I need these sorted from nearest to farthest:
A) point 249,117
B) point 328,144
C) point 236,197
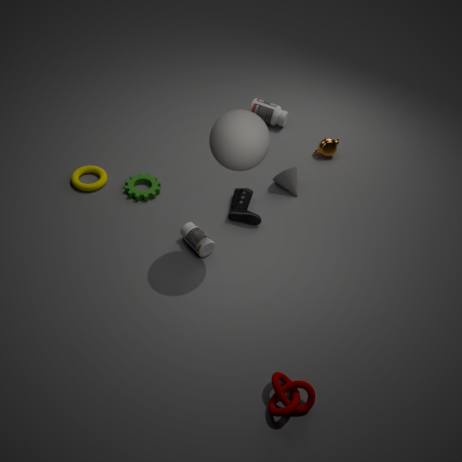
A. point 249,117, C. point 236,197, B. point 328,144
